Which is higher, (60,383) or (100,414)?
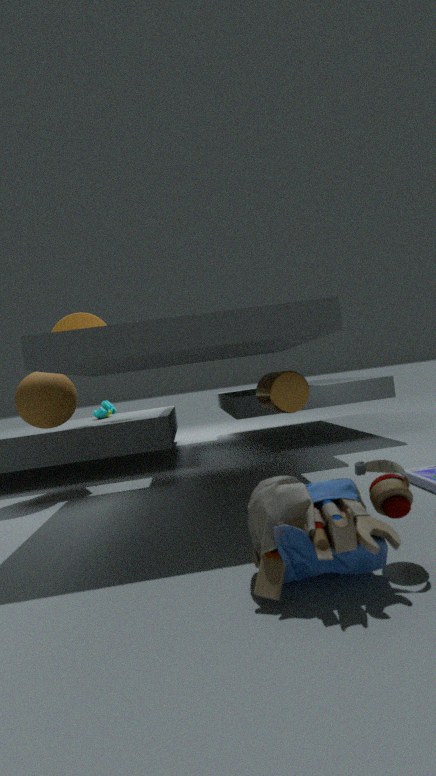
(60,383)
